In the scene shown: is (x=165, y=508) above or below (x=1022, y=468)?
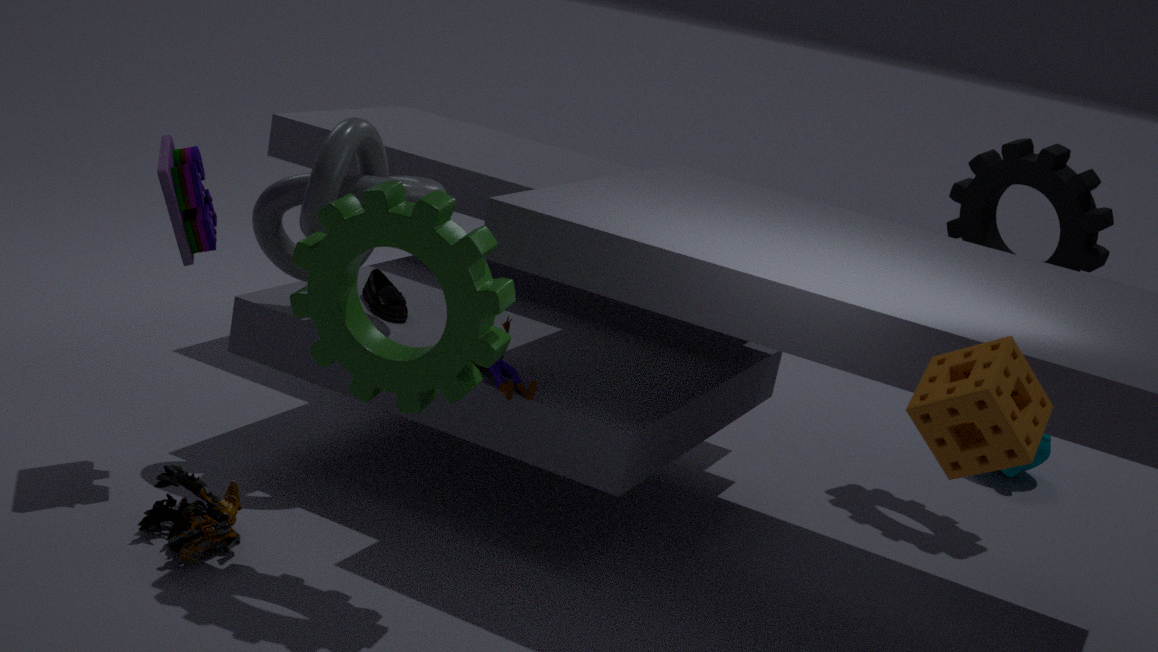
below
